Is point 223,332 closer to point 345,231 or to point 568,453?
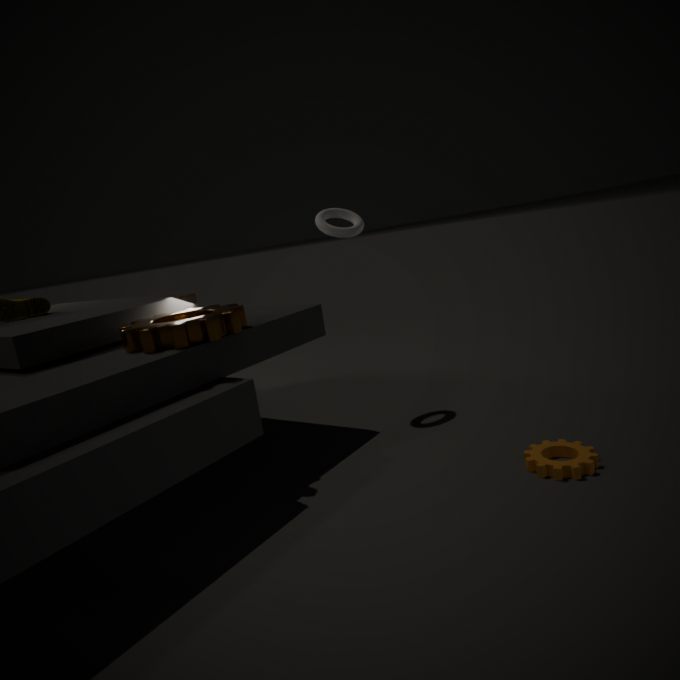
point 345,231
